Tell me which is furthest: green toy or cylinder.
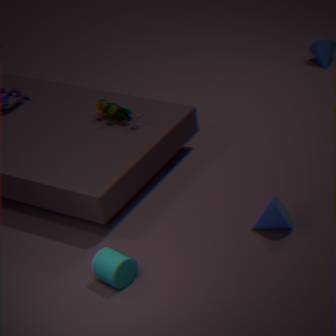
green toy
